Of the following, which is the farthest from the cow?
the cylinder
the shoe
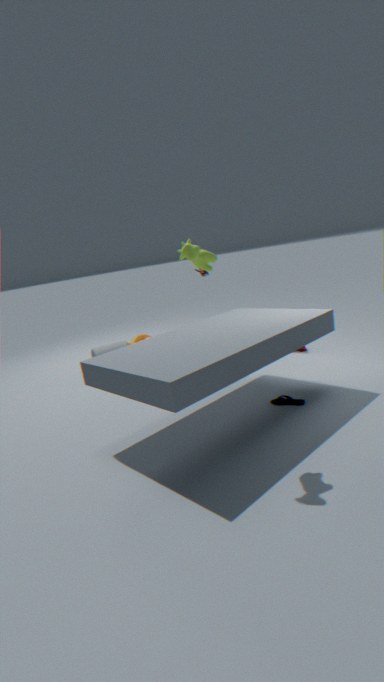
the cylinder
